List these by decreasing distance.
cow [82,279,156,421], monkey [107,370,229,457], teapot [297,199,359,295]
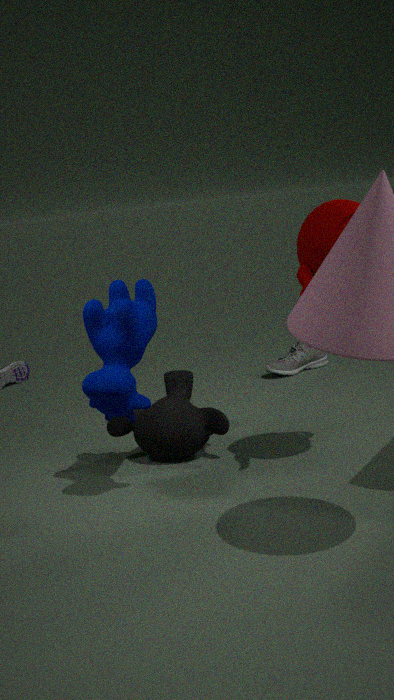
monkey [107,370,229,457] → cow [82,279,156,421] → teapot [297,199,359,295]
